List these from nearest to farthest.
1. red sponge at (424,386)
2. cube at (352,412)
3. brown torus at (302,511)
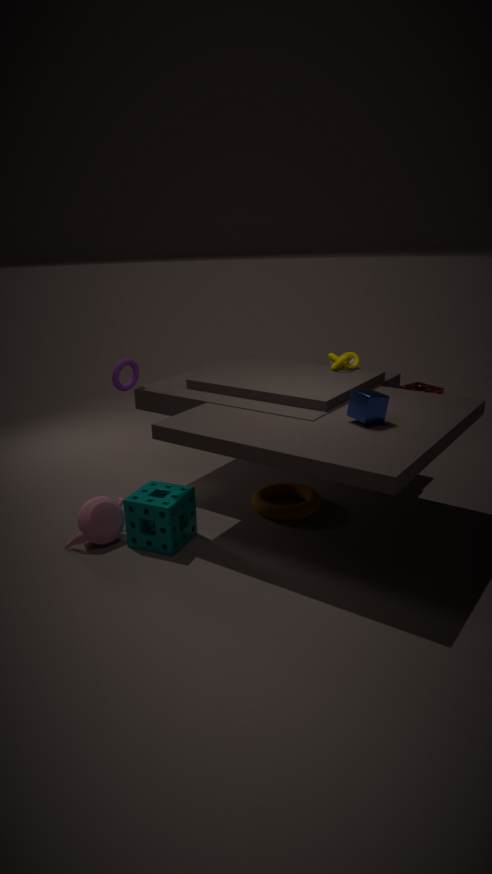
1. cube at (352,412)
2. brown torus at (302,511)
3. red sponge at (424,386)
